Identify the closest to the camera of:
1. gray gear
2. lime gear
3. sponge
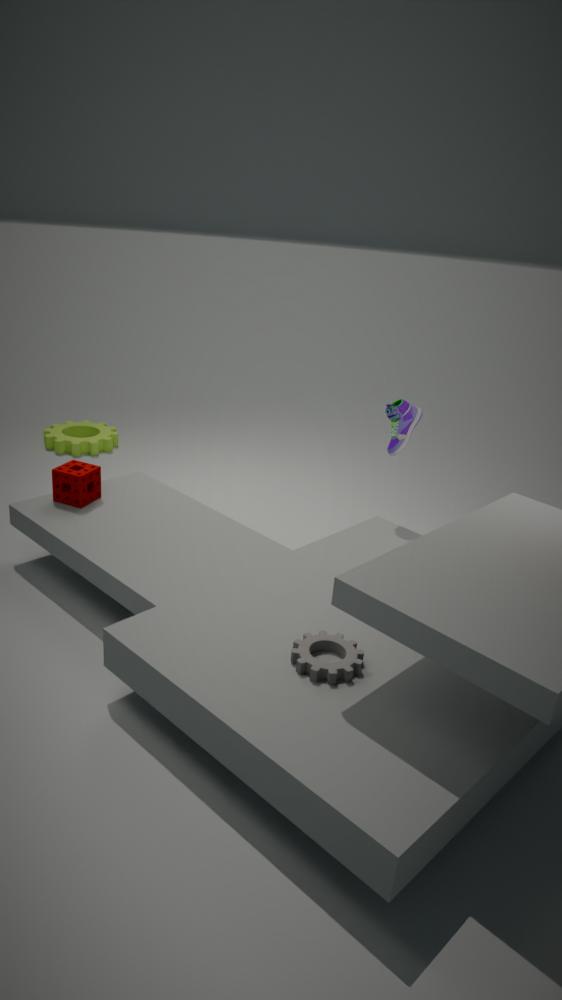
gray gear
